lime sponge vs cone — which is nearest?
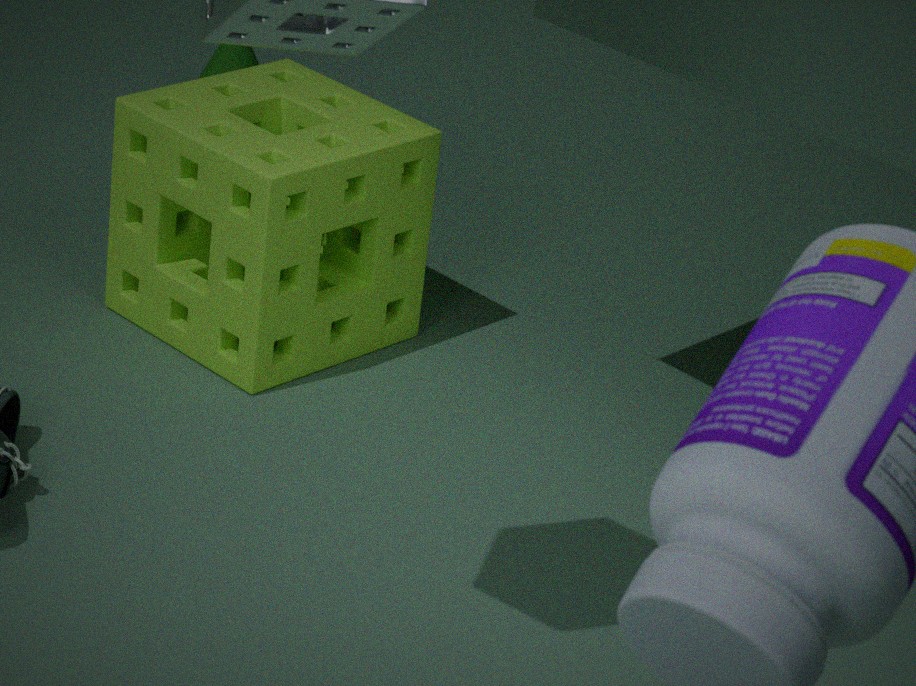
lime sponge
